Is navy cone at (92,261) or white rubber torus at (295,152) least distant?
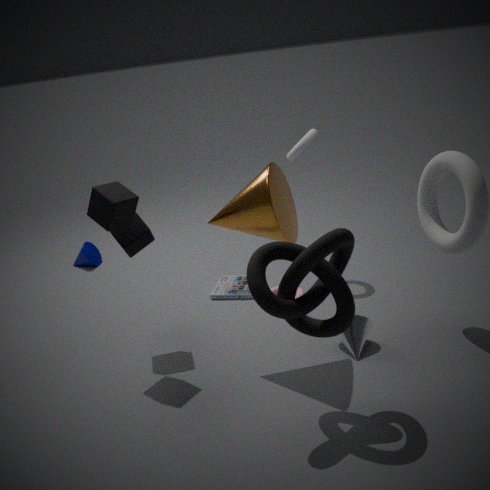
white rubber torus at (295,152)
